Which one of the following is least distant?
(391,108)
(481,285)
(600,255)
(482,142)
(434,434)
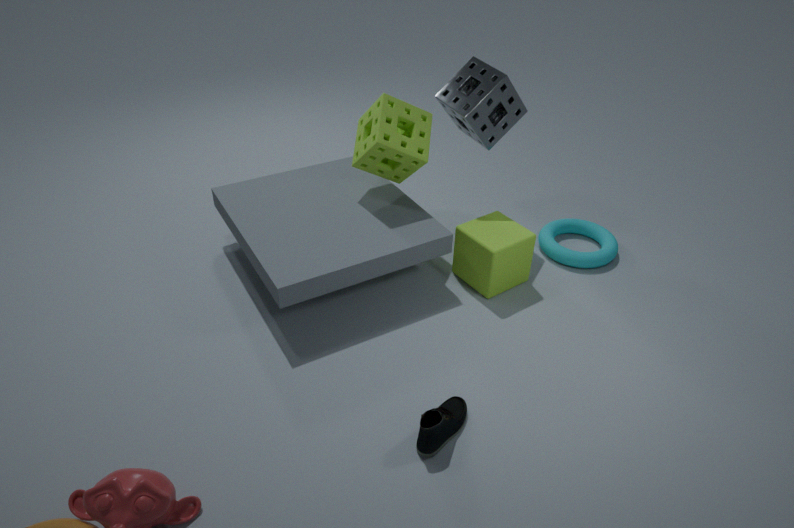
(434,434)
